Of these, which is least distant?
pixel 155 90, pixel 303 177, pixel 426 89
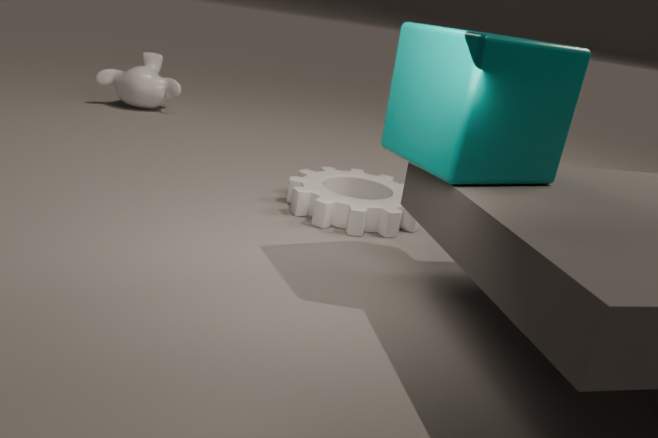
pixel 426 89
